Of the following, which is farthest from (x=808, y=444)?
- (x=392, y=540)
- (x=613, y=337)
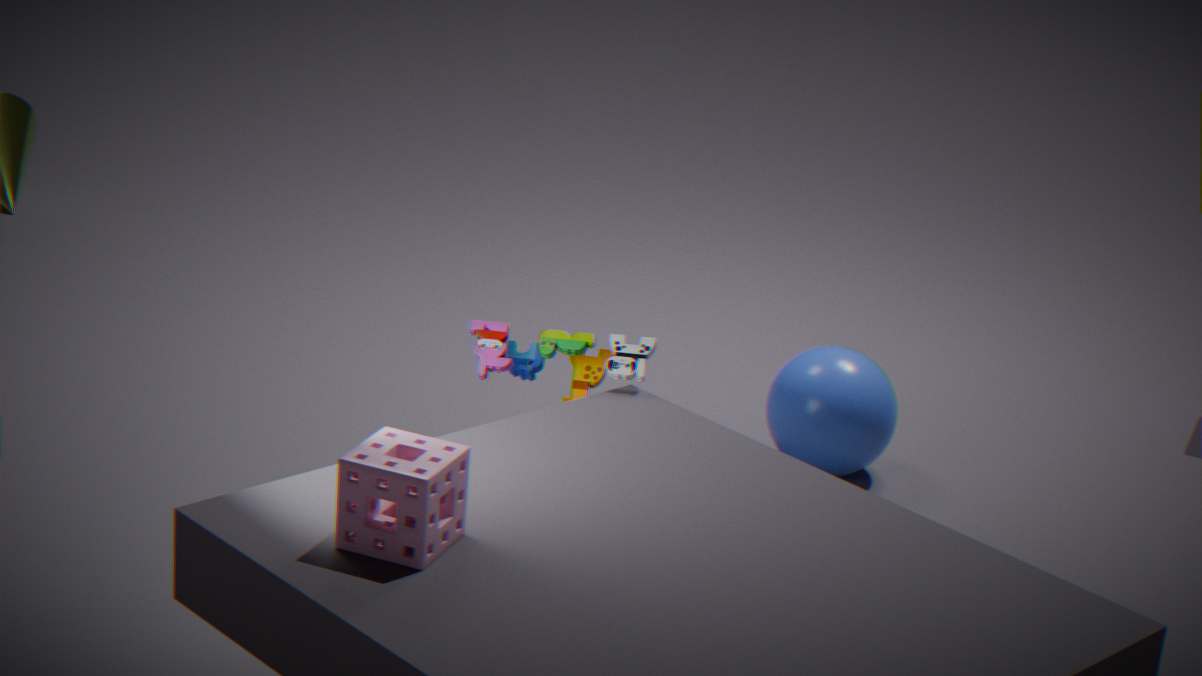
(x=392, y=540)
